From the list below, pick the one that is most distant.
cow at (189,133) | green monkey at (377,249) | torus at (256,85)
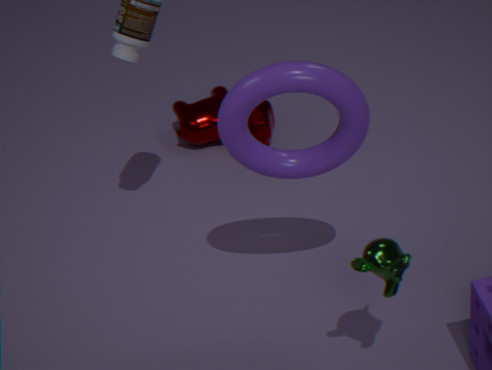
cow at (189,133)
